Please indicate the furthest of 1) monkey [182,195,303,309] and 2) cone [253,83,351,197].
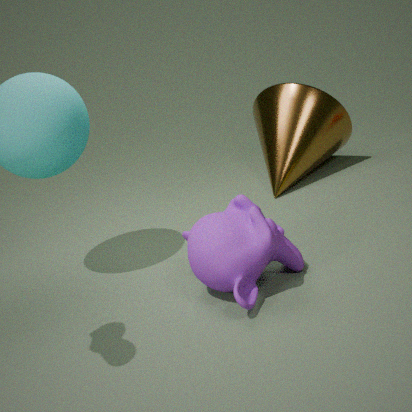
2. cone [253,83,351,197]
